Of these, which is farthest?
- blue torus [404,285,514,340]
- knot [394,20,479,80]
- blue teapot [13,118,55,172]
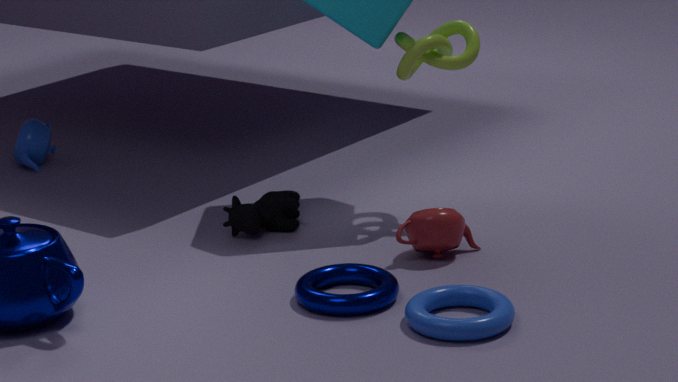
blue teapot [13,118,55,172]
